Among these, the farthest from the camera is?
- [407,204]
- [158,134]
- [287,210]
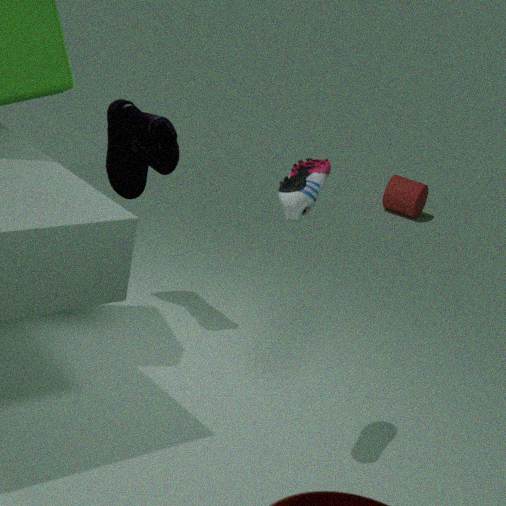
[407,204]
